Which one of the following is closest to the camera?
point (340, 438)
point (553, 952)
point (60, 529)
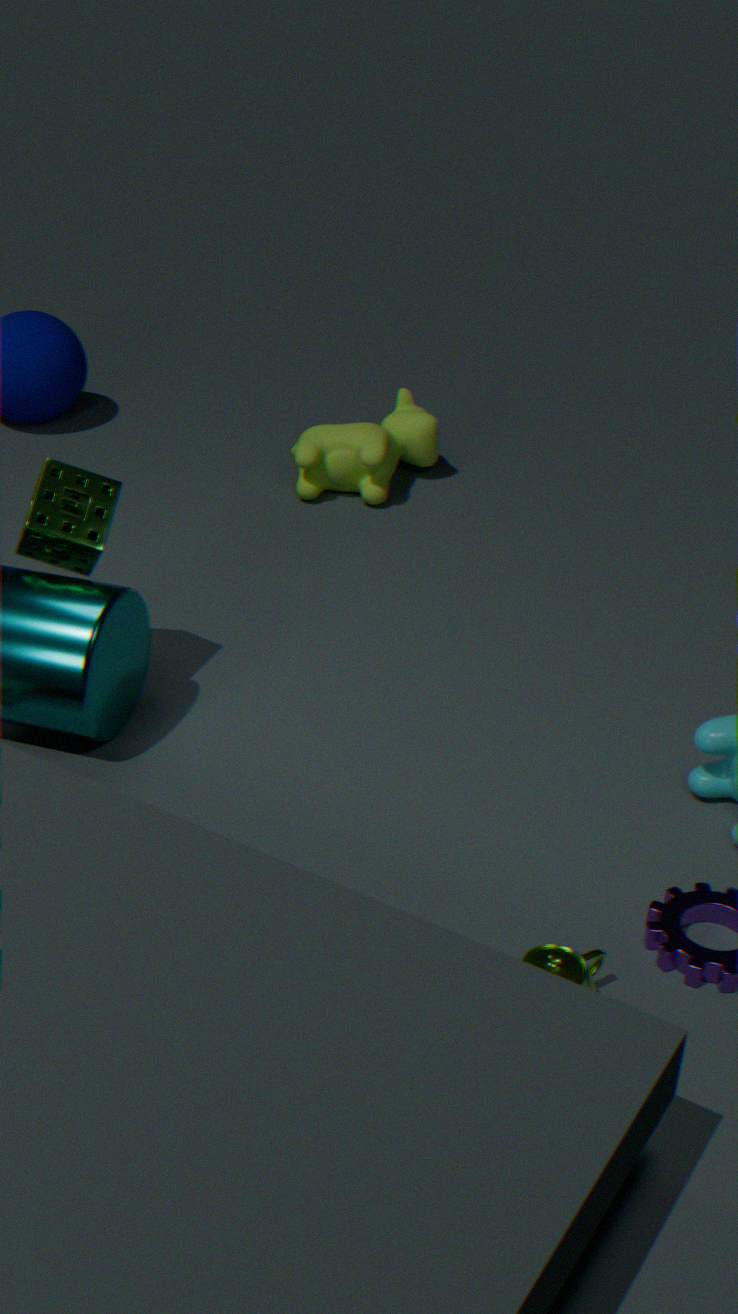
point (553, 952)
